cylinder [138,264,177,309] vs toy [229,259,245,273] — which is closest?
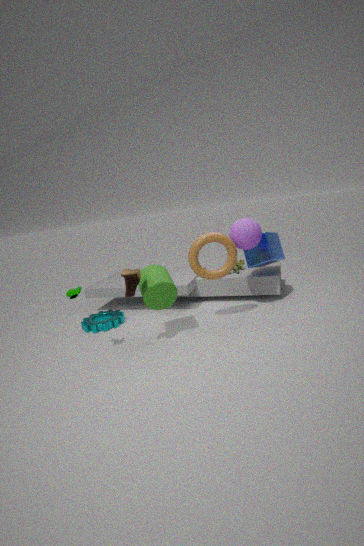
cylinder [138,264,177,309]
